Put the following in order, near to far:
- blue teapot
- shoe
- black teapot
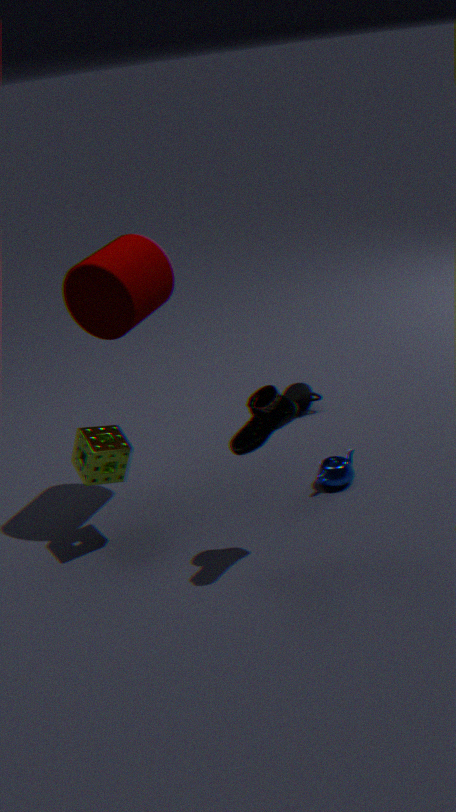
shoe, blue teapot, black teapot
